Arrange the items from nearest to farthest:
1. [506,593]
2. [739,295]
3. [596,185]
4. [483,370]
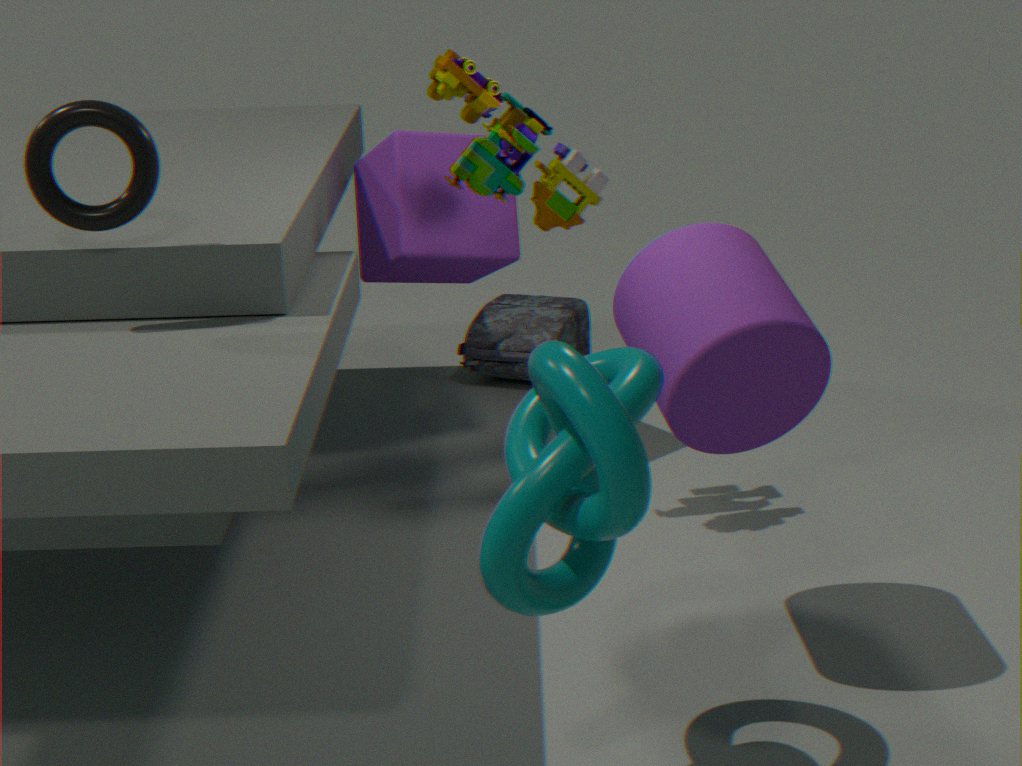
[506,593] < [739,295] < [596,185] < [483,370]
